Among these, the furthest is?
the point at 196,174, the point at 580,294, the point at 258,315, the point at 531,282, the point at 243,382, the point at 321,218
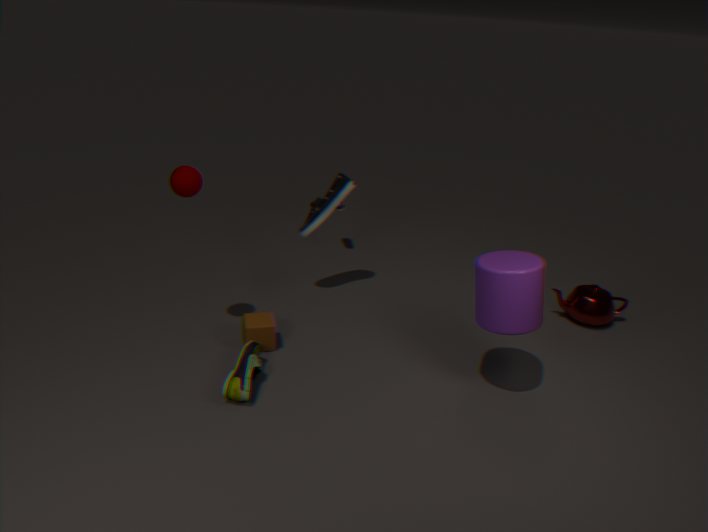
the point at 580,294
